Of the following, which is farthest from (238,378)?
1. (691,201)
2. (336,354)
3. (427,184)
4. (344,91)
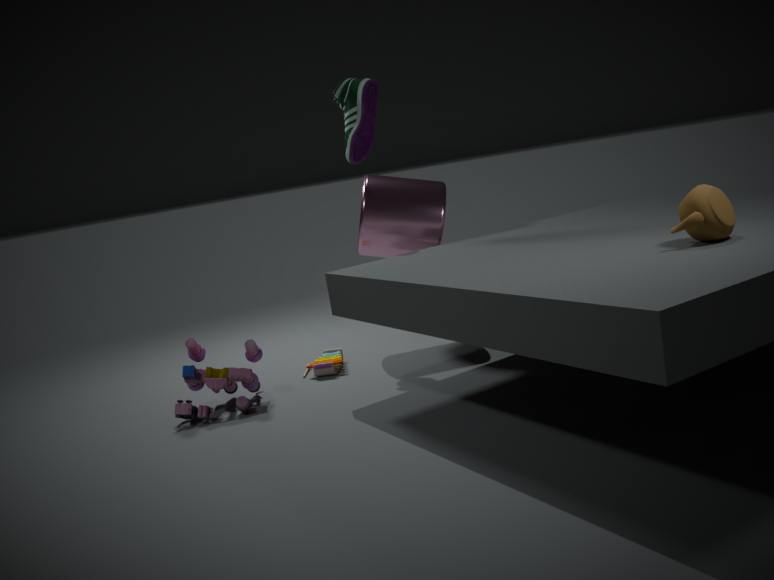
(691,201)
